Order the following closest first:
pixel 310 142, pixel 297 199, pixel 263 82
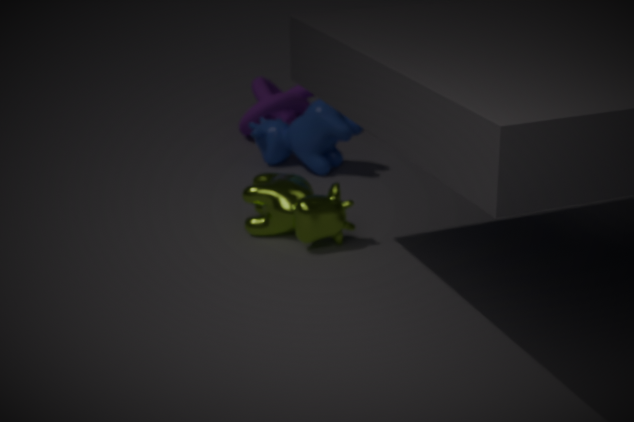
pixel 297 199, pixel 310 142, pixel 263 82
